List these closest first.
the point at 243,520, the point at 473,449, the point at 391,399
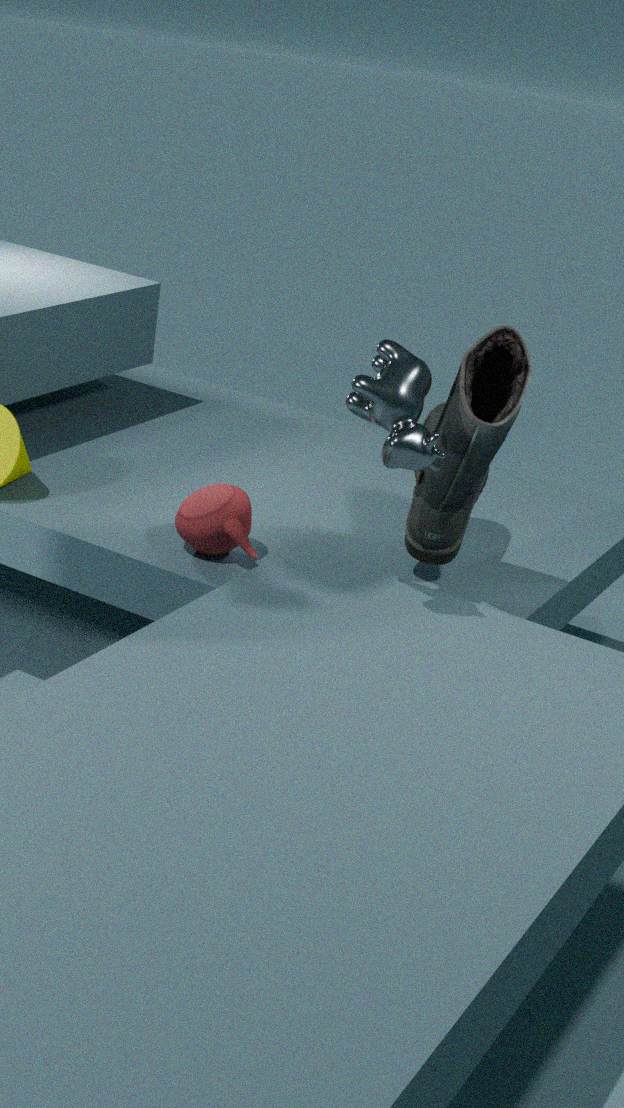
the point at 391,399 → the point at 473,449 → the point at 243,520
